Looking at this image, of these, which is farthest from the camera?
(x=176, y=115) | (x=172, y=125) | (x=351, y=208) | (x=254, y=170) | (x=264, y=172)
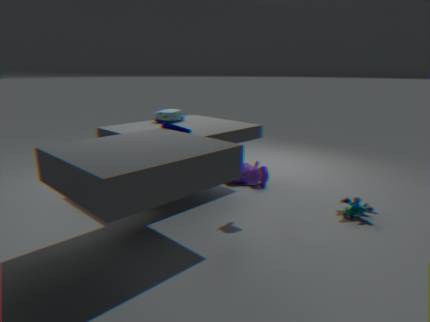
(x=176, y=115)
